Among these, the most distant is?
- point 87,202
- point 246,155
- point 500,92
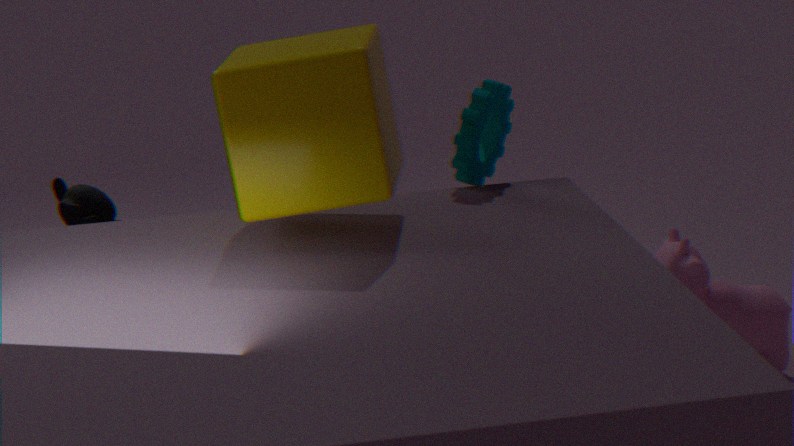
point 87,202
